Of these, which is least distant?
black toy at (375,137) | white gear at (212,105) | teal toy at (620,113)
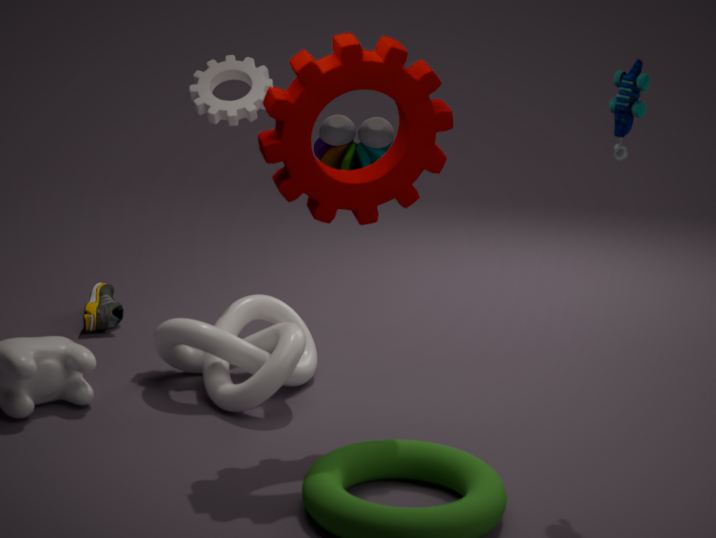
teal toy at (620,113)
